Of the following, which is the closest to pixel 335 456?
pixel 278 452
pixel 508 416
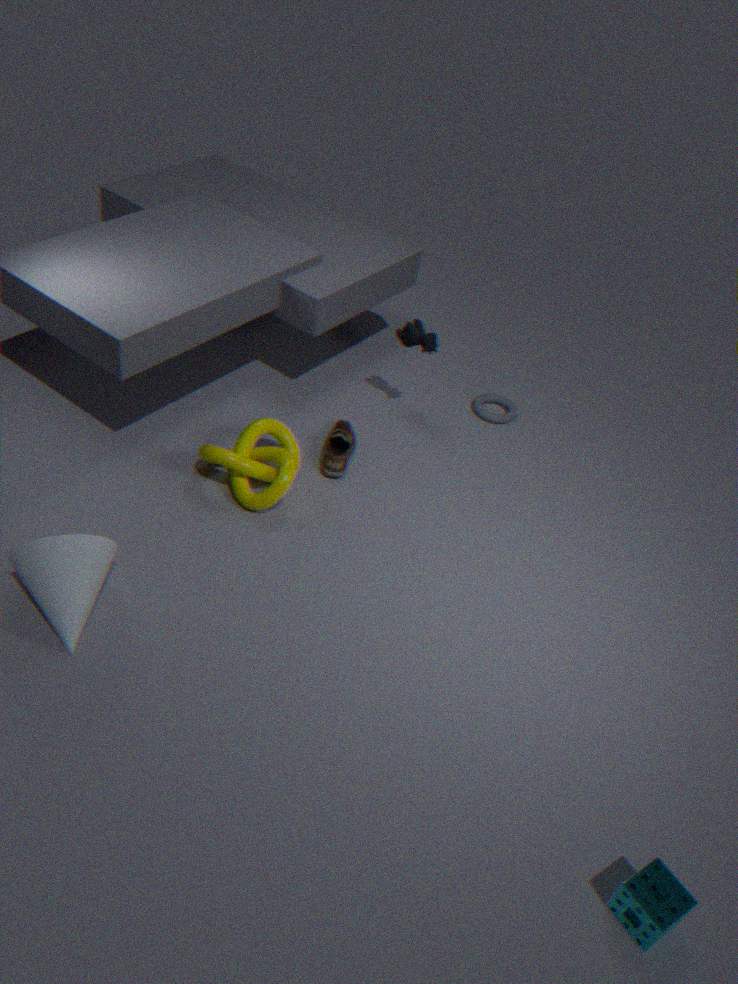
pixel 278 452
